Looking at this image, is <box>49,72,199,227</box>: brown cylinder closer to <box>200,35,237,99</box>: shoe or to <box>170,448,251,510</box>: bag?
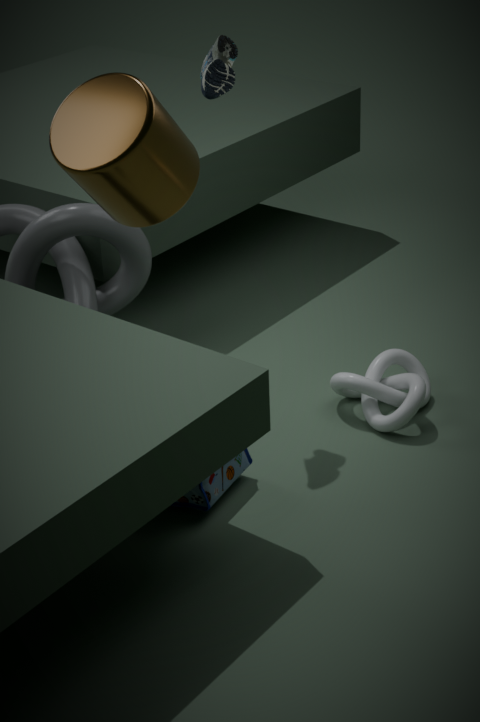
<box>200,35,237,99</box>: shoe
